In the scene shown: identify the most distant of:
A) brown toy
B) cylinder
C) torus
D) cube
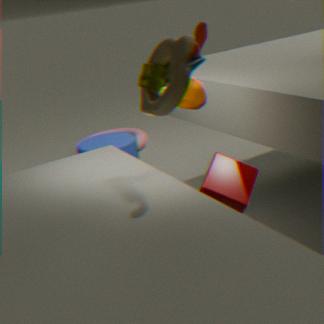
torus
